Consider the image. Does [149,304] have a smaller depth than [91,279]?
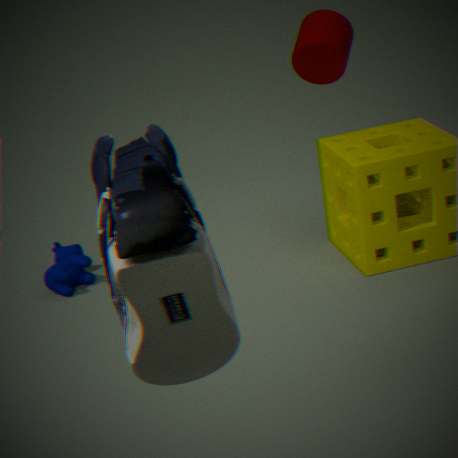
Yes
